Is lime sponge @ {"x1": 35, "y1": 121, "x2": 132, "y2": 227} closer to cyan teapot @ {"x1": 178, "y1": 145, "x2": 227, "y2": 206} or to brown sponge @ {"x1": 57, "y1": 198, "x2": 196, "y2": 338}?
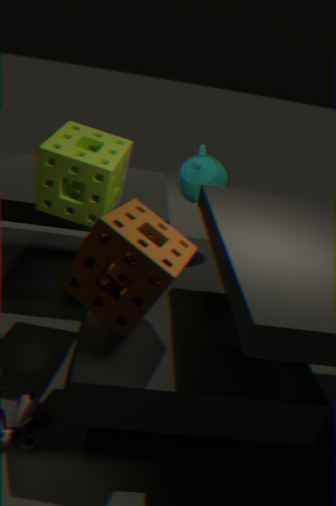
brown sponge @ {"x1": 57, "y1": 198, "x2": 196, "y2": 338}
